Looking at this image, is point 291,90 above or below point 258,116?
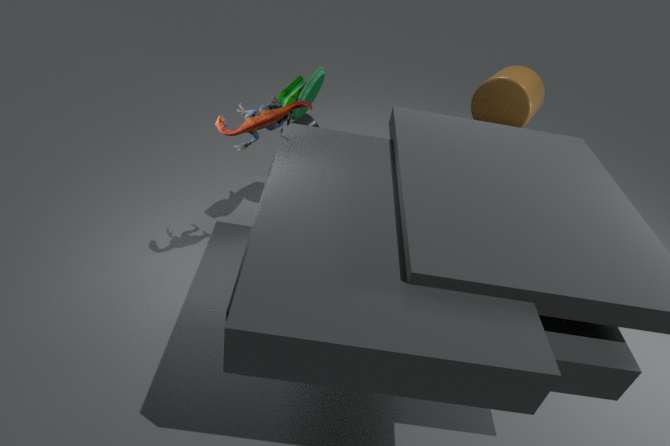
below
